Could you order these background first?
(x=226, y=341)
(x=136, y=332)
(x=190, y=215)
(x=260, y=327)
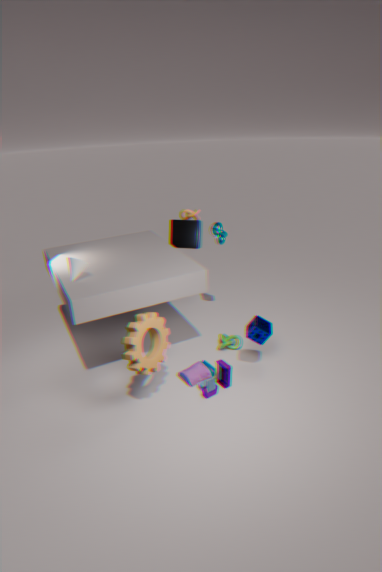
1. (x=190, y=215)
2. (x=226, y=341)
3. (x=260, y=327)
4. (x=136, y=332)
